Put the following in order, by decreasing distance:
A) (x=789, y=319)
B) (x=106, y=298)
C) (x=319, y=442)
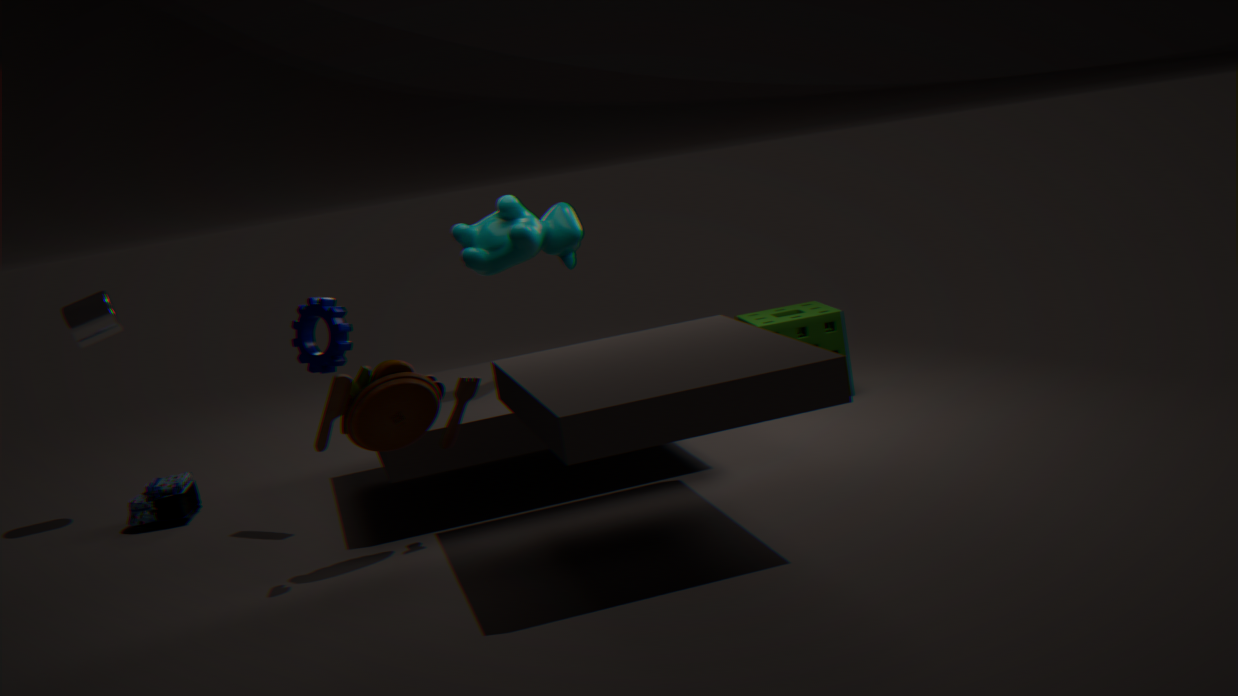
(x=789, y=319)
(x=106, y=298)
(x=319, y=442)
